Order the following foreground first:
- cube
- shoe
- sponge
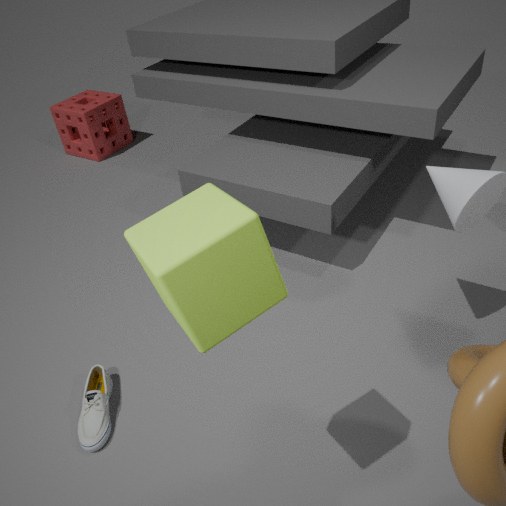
cube < shoe < sponge
